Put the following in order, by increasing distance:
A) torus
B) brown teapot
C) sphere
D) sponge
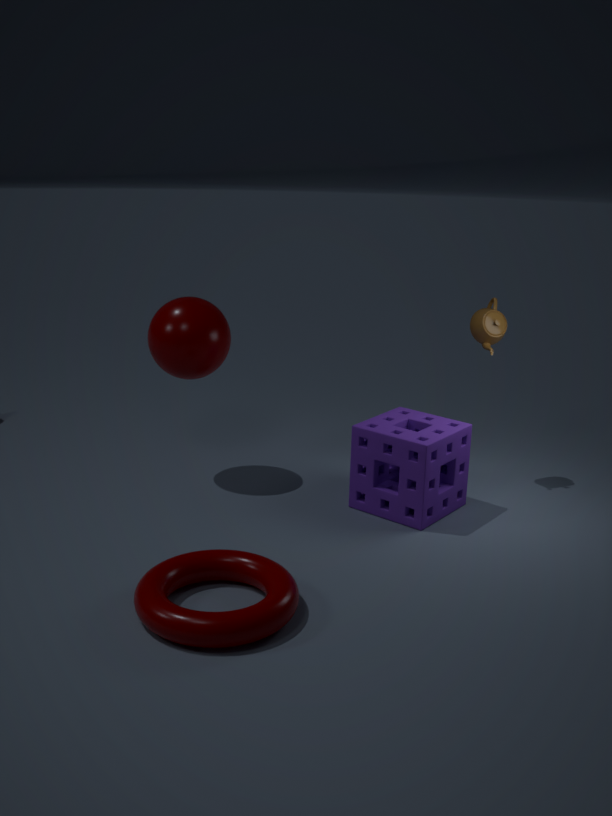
1. torus
2. sponge
3. sphere
4. brown teapot
